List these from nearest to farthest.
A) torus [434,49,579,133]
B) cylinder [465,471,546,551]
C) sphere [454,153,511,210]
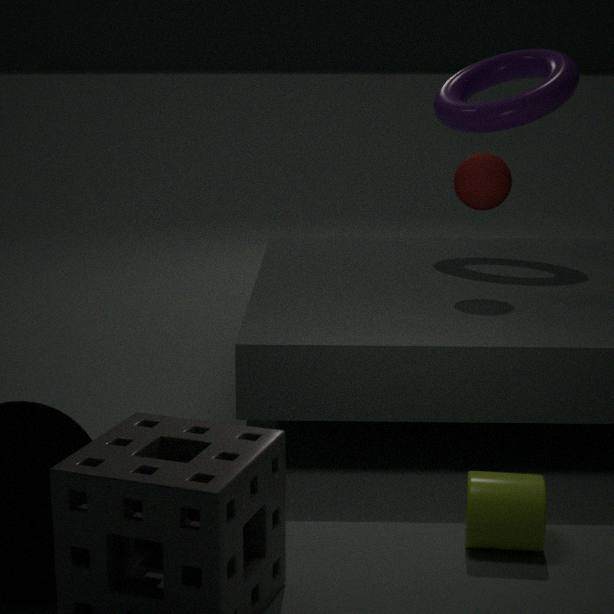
1. cylinder [465,471,546,551]
2. sphere [454,153,511,210]
3. torus [434,49,579,133]
